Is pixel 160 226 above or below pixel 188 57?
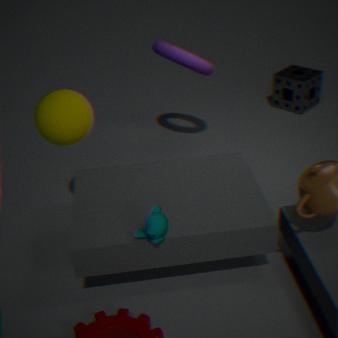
below
